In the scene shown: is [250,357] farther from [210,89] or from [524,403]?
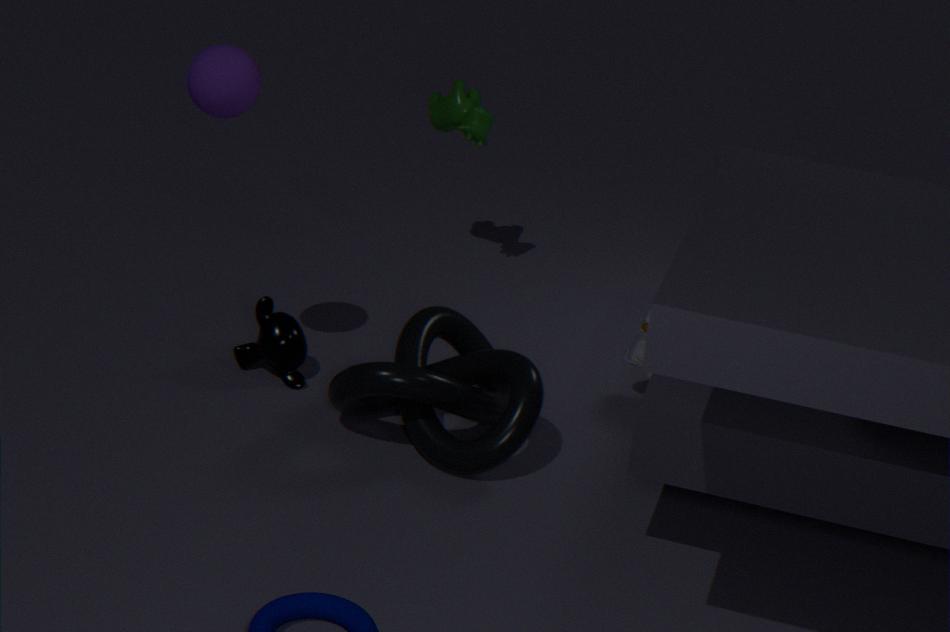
[210,89]
